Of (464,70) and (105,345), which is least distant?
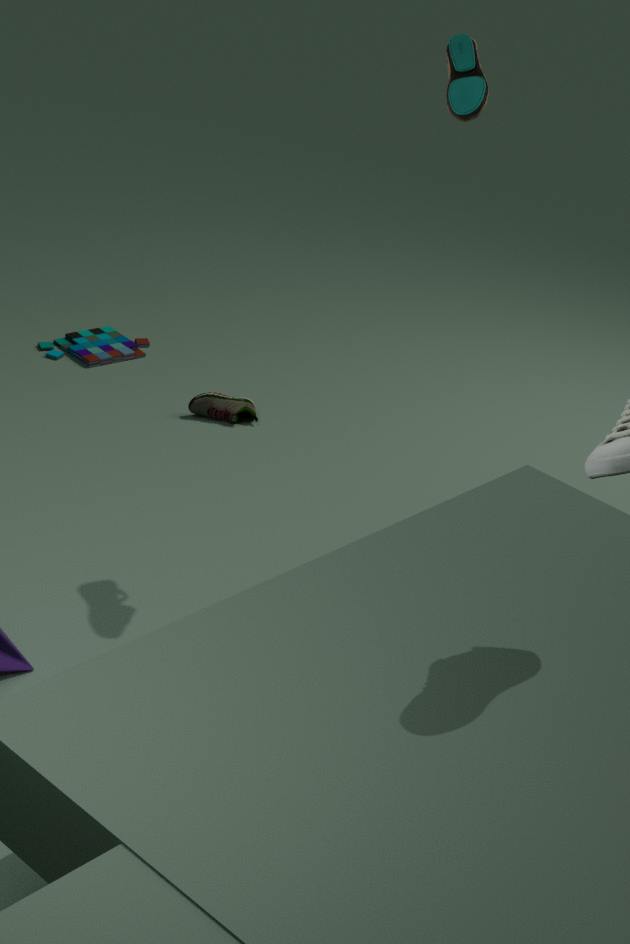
(464,70)
